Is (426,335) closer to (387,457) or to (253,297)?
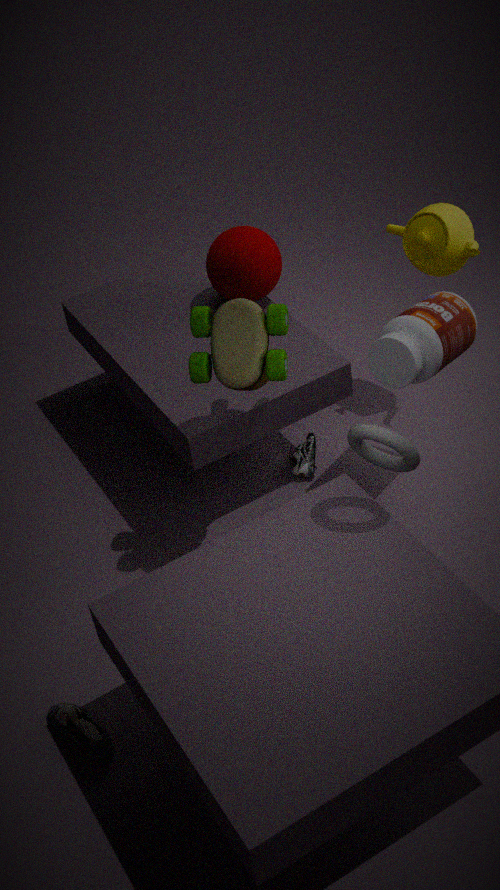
(387,457)
